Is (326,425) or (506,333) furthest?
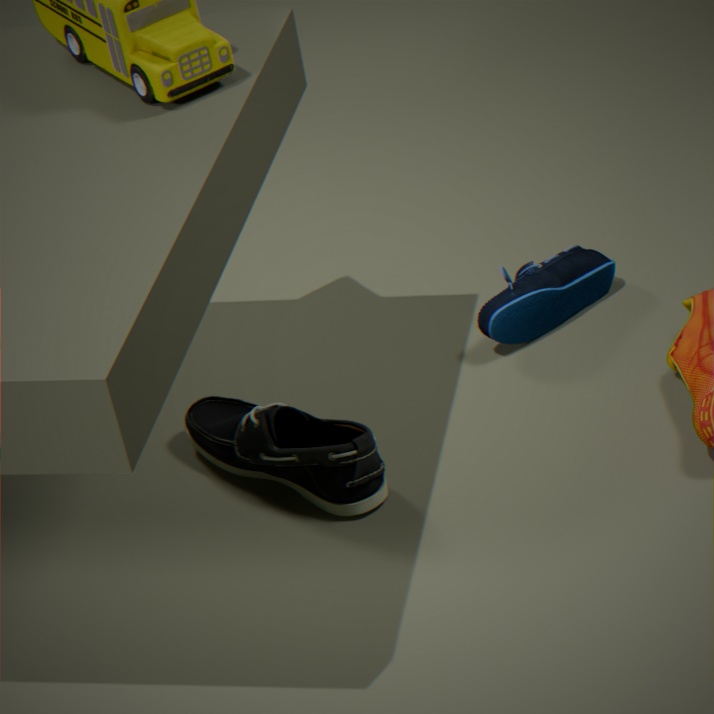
(506,333)
